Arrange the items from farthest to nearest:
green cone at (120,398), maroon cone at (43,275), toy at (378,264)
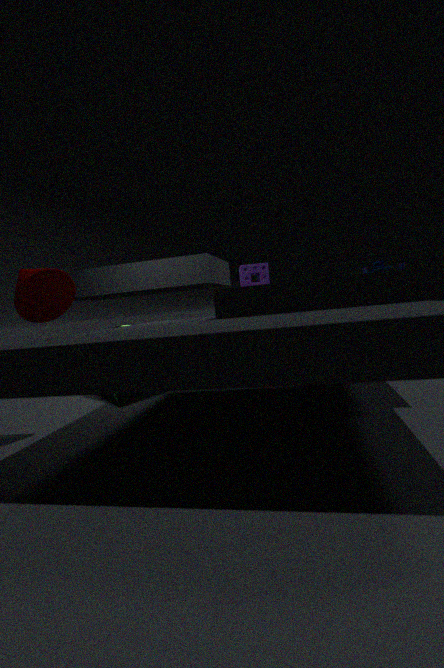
toy at (378,264), green cone at (120,398), maroon cone at (43,275)
